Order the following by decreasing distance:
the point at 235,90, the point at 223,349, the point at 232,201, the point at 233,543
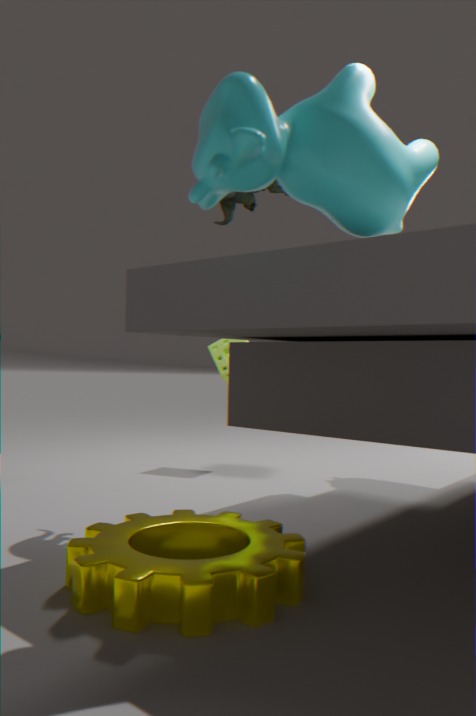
the point at 223,349
the point at 232,201
the point at 233,543
the point at 235,90
